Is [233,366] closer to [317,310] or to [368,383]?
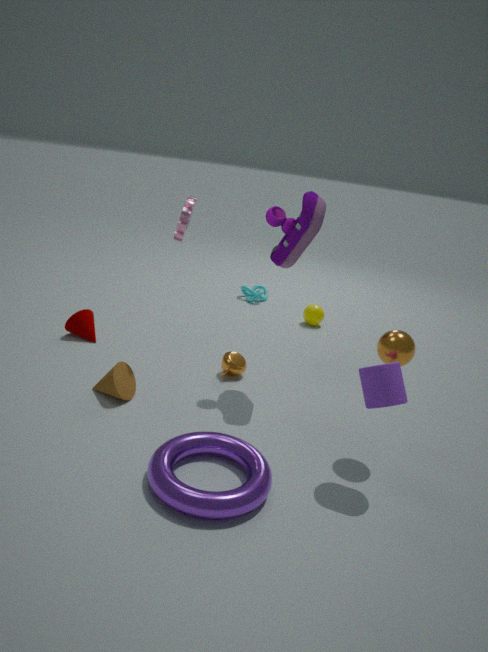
[368,383]
